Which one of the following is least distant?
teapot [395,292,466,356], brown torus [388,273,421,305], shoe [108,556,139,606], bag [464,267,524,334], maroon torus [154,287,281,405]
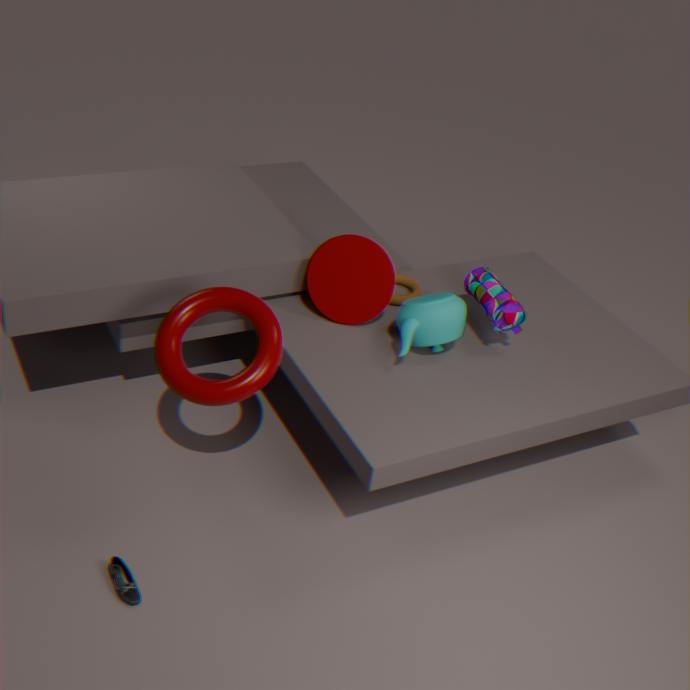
shoe [108,556,139,606]
